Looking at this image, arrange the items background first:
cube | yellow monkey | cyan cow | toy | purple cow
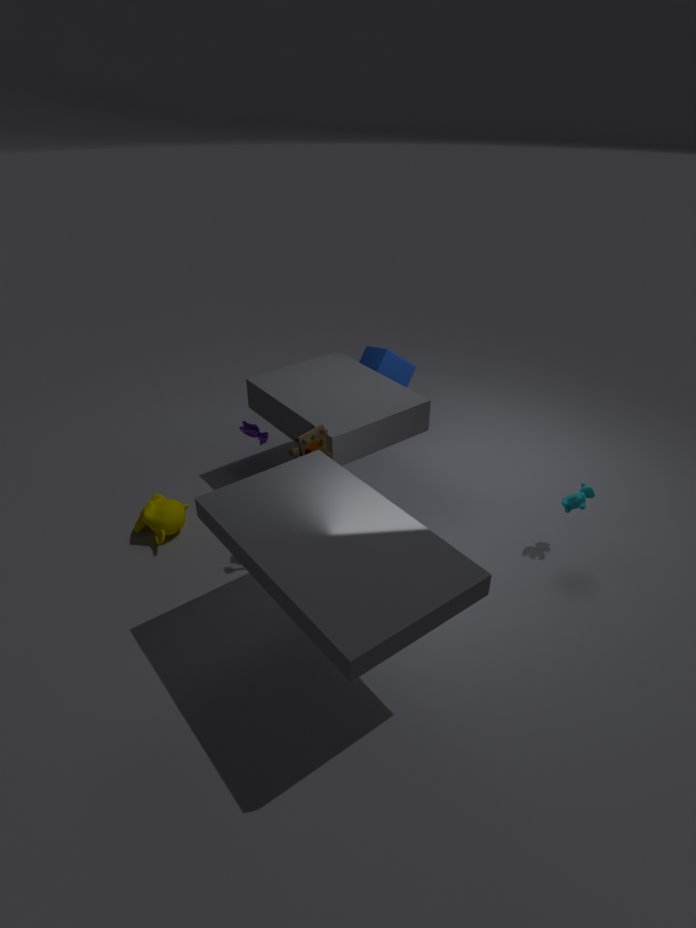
cube, purple cow, yellow monkey, cyan cow, toy
